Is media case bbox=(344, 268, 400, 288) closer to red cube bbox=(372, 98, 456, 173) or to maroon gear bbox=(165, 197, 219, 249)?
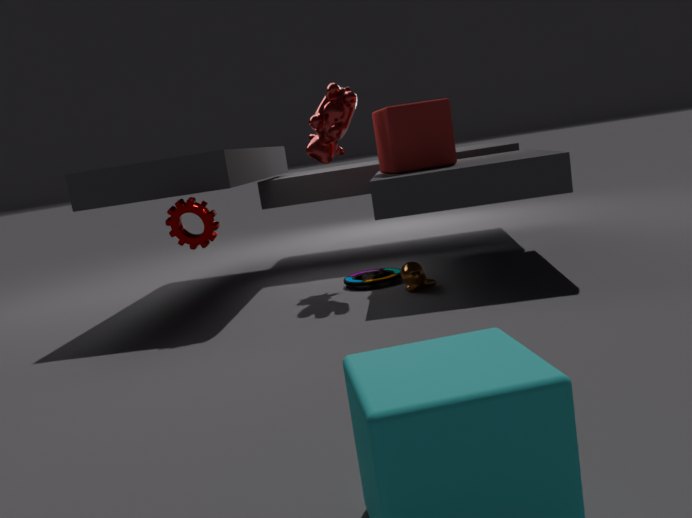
red cube bbox=(372, 98, 456, 173)
